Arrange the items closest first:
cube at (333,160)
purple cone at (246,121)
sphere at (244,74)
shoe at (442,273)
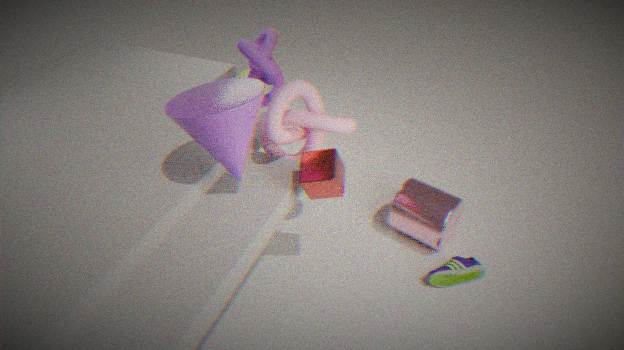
purple cone at (246,121)
cube at (333,160)
shoe at (442,273)
sphere at (244,74)
